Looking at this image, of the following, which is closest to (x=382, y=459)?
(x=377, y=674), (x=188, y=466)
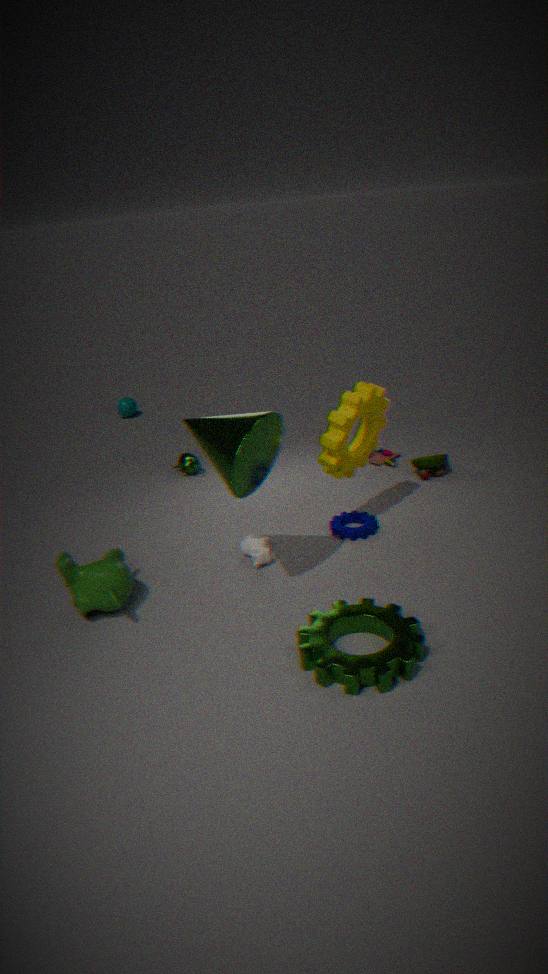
(x=188, y=466)
